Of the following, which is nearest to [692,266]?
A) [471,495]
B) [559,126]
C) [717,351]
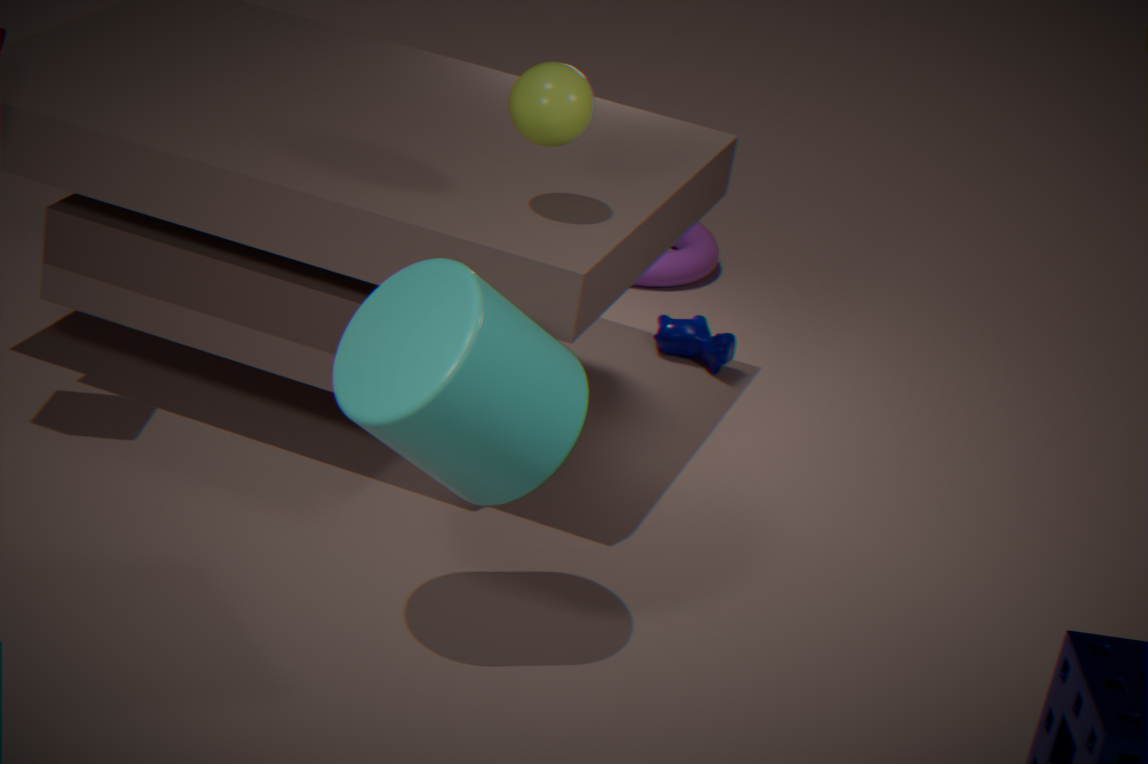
[717,351]
